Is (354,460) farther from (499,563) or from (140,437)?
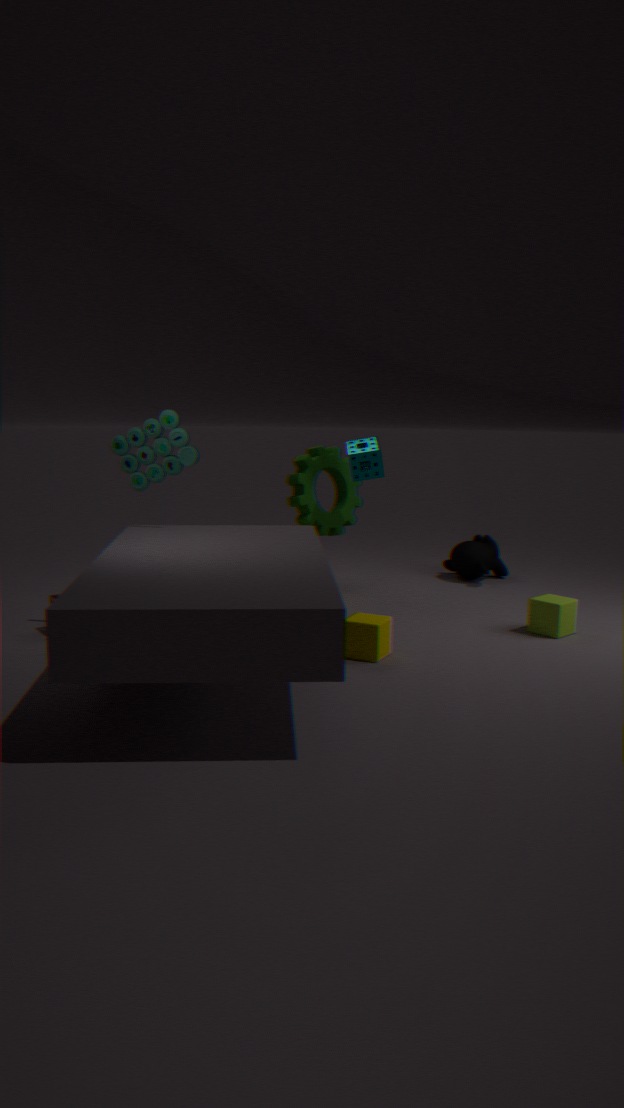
(140,437)
